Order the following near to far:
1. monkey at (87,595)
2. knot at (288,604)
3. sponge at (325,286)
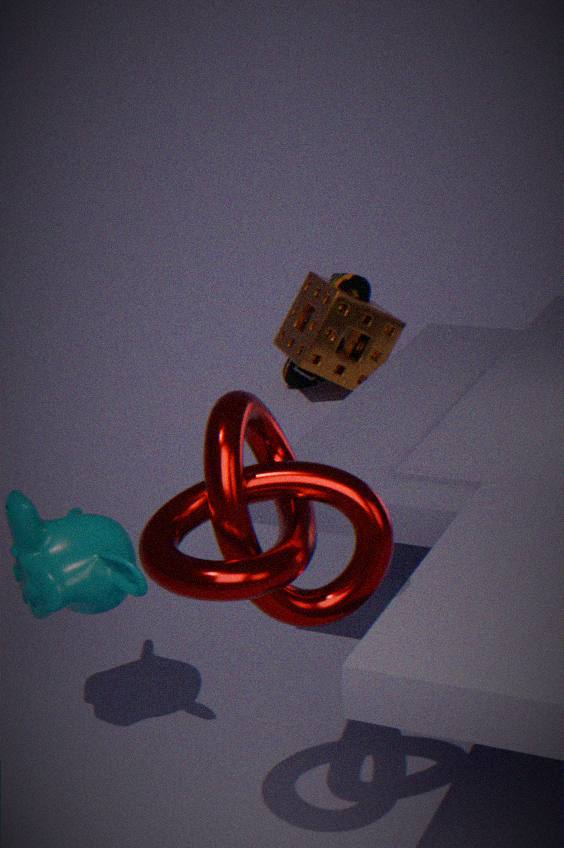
knot at (288,604) → monkey at (87,595) → sponge at (325,286)
